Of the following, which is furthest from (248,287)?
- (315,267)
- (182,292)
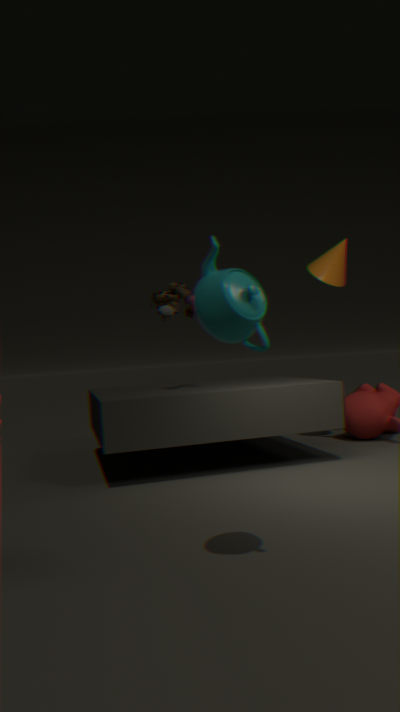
(315,267)
